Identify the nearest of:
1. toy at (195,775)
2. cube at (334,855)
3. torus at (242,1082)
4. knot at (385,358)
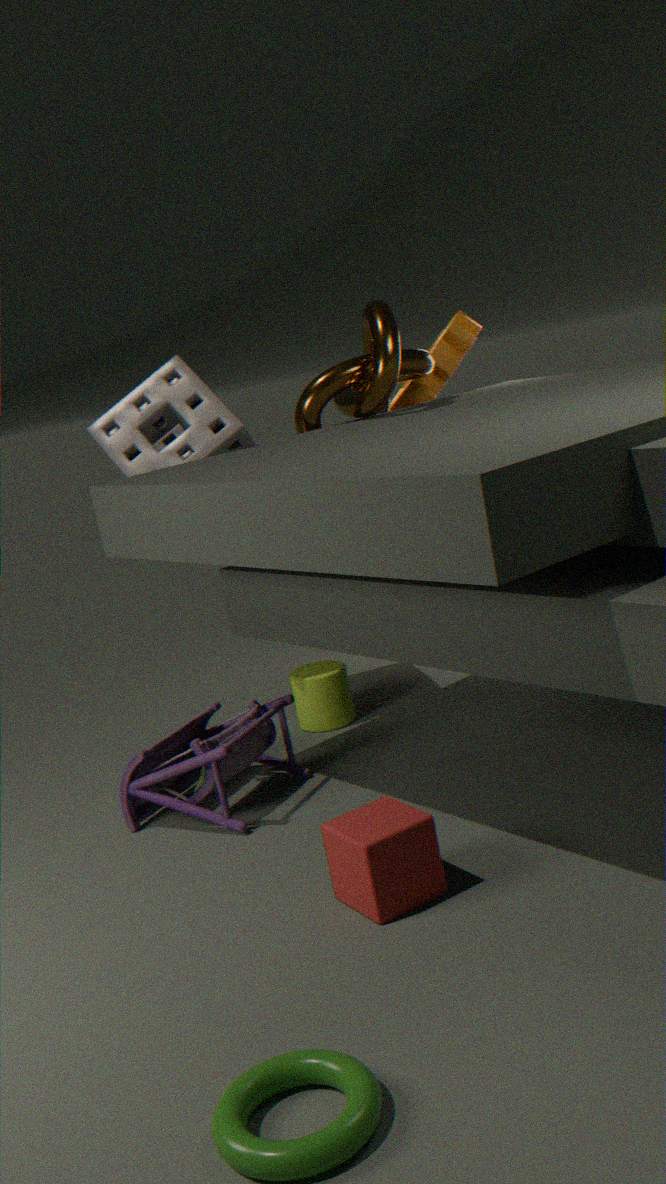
torus at (242,1082)
